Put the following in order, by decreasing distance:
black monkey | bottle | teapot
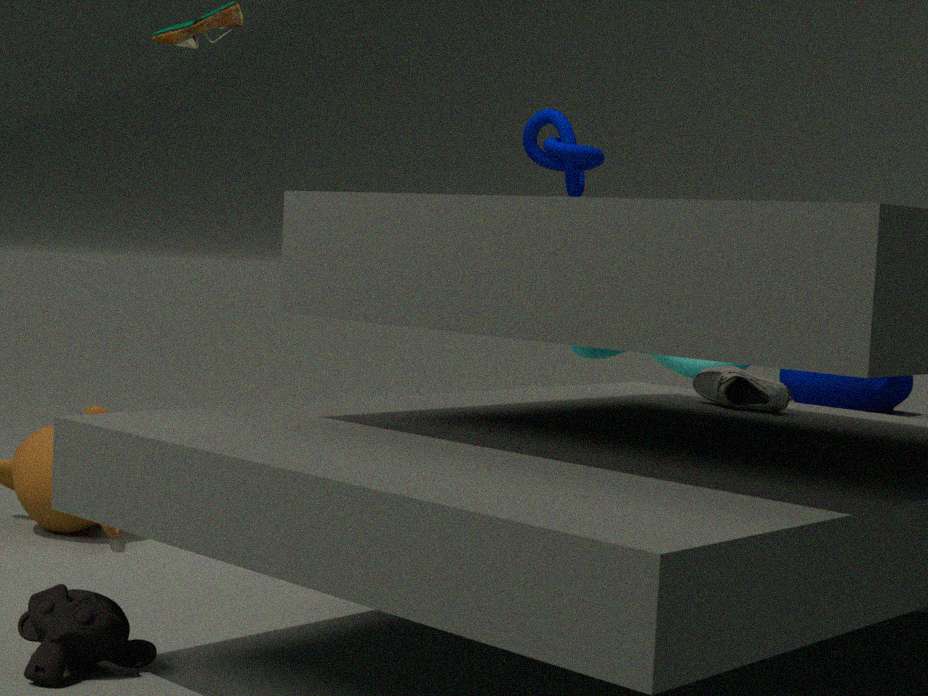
teapot < bottle < black monkey
